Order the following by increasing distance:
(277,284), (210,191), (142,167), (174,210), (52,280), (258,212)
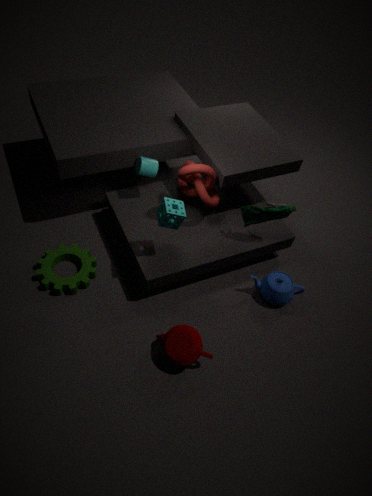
(174,210) → (52,280) → (258,212) → (277,284) → (142,167) → (210,191)
